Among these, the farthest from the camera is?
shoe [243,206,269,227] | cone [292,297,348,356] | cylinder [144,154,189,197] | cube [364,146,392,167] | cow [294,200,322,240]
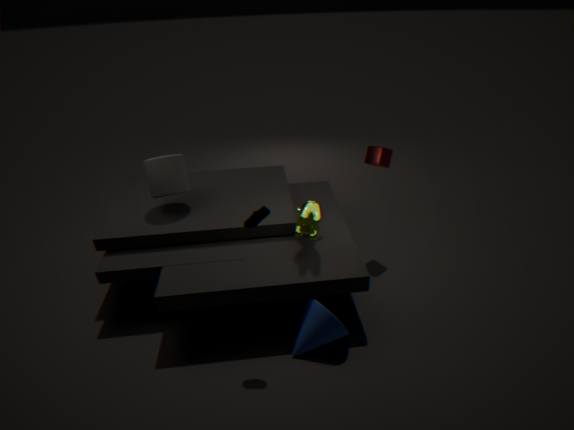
cube [364,146,392,167]
